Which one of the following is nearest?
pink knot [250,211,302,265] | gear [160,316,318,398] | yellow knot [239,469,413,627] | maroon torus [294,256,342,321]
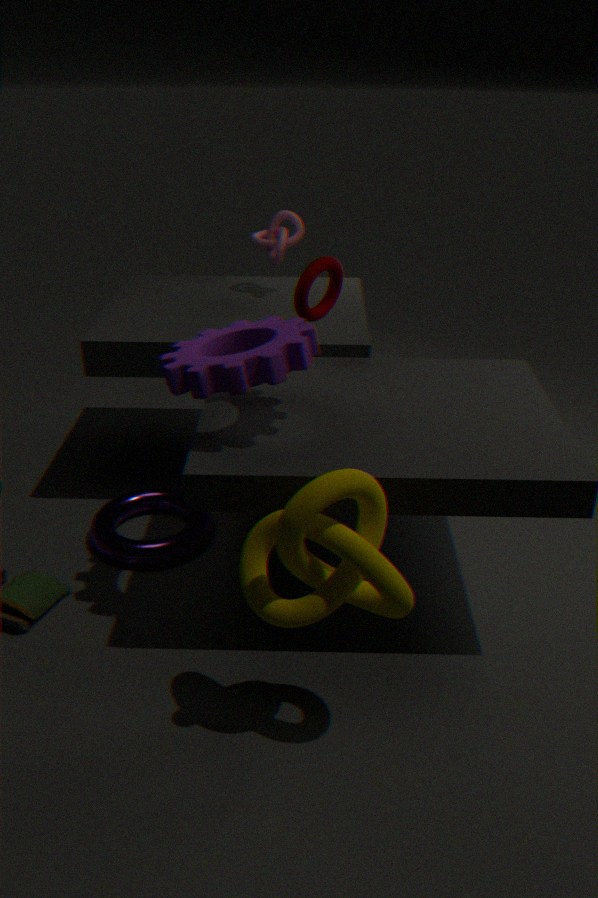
yellow knot [239,469,413,627]
